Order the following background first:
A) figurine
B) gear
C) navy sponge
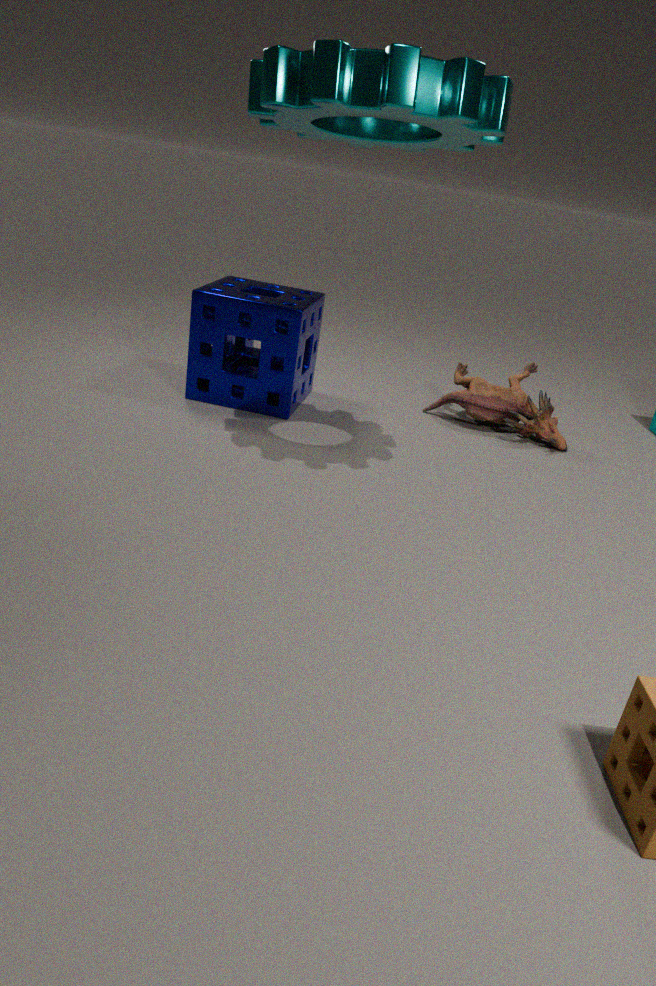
1. A. figurine
2. C. navy sponge
3. B. gear
